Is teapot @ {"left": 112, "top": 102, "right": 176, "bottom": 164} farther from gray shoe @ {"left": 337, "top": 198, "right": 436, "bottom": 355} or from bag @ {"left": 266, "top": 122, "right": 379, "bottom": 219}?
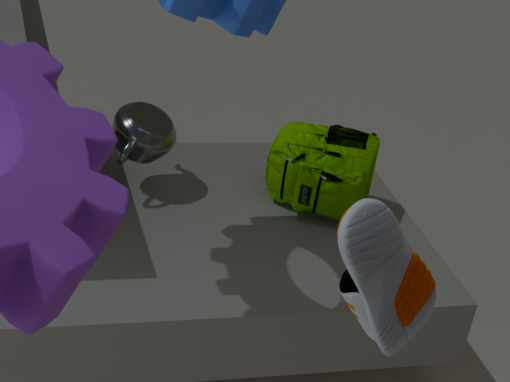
gray shoe @ {"left": 337, "top": 198, "right": 436, "bottom": 355}
